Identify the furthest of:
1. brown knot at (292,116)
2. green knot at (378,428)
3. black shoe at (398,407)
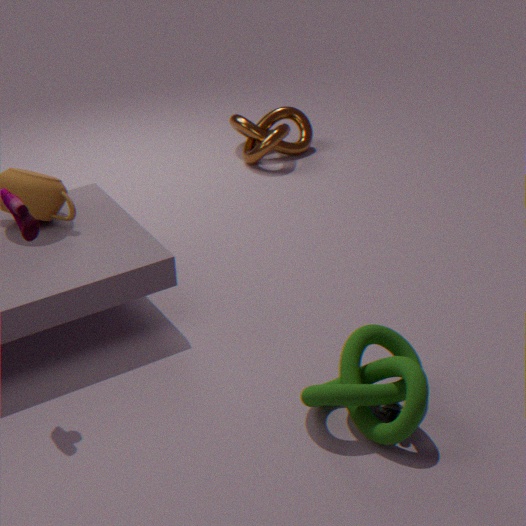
brown knot at (292,116)
